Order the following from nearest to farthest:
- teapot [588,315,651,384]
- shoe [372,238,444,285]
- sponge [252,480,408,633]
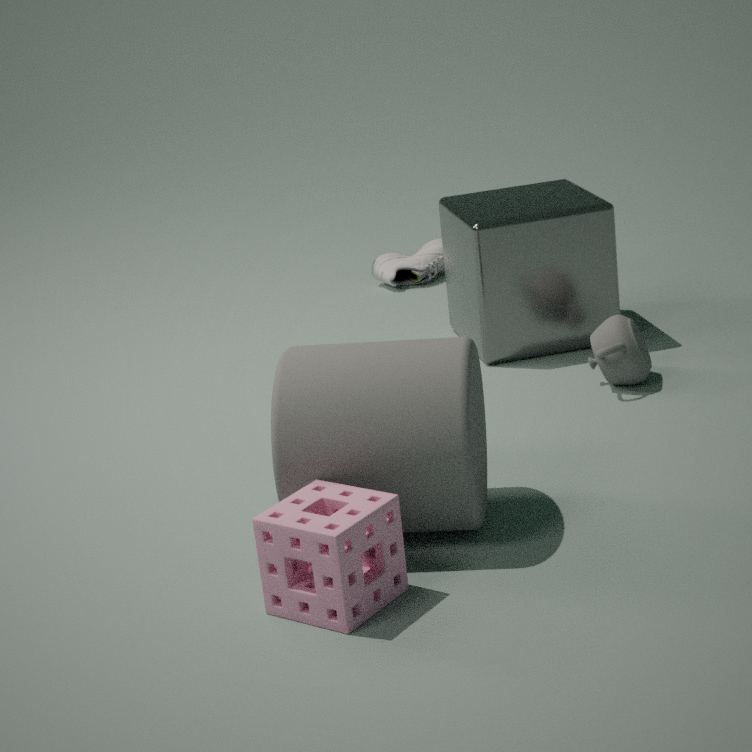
sponge [252,480,408,633]
teapot [588,315,651,384]
shoe [372,238,444,285]
